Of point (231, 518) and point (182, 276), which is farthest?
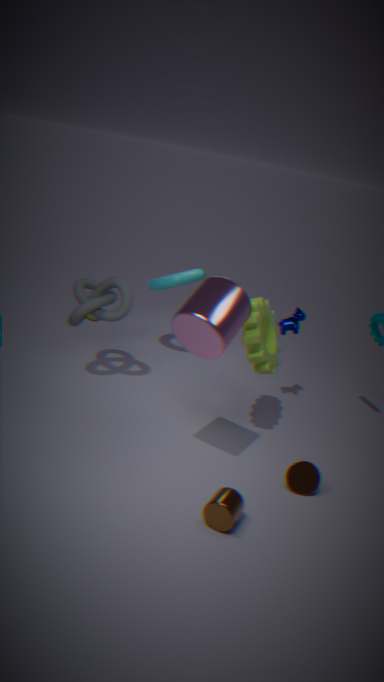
point (182, 276)
